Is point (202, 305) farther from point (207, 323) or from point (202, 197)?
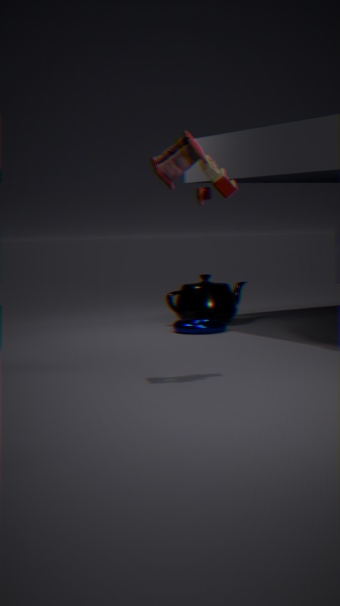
point (202, 197)
